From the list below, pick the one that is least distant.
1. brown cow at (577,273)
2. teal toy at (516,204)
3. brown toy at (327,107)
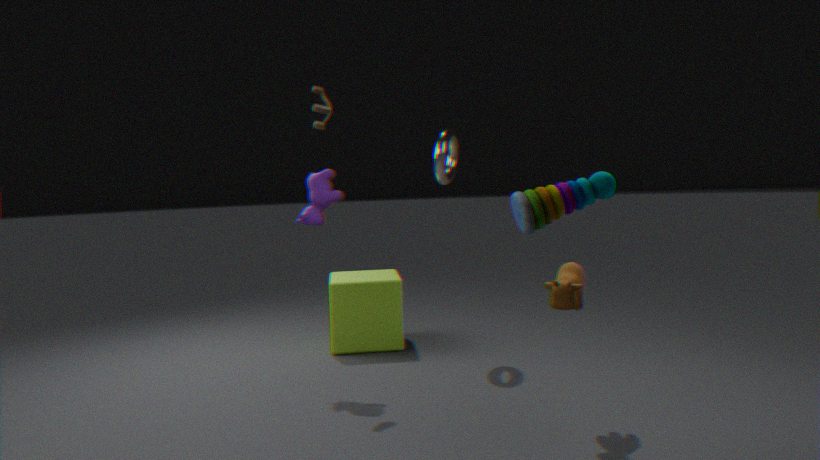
teal toy at (516,204)
